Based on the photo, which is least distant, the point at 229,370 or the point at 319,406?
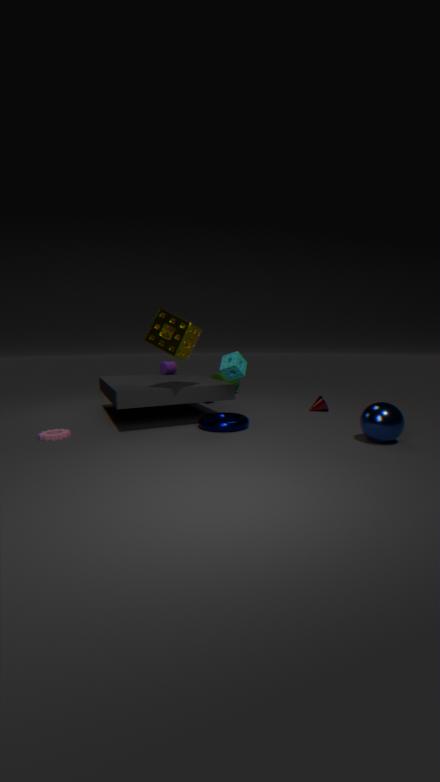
the point at 229,370
